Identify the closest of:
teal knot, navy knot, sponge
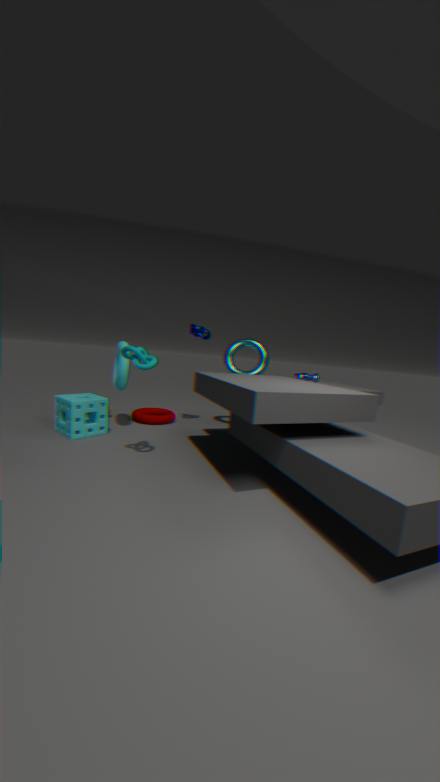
teal knot
